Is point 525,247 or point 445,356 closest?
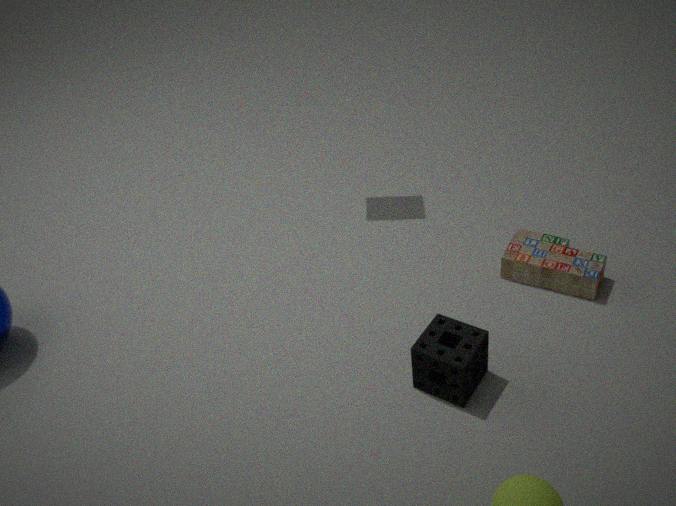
point 445,356
